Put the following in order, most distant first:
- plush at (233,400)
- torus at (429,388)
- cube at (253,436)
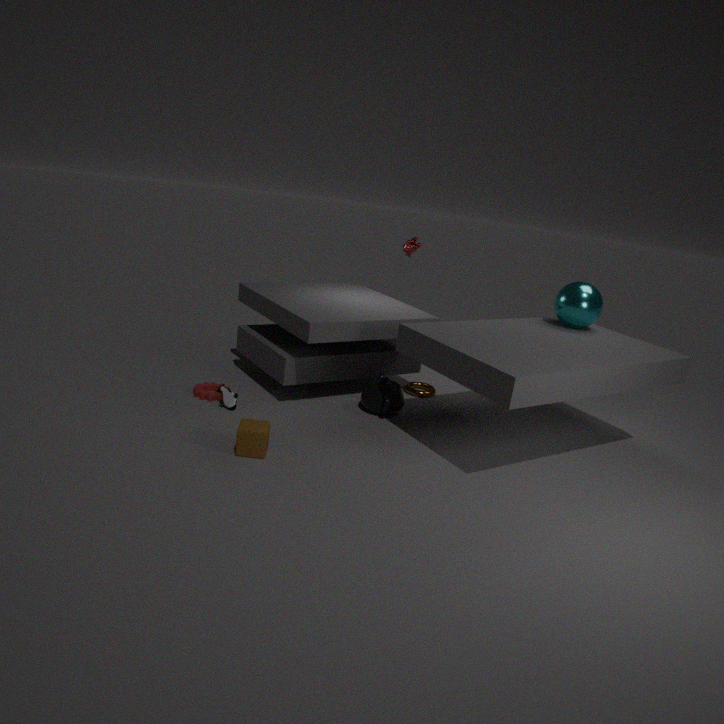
torus at (429,388) < plush at (233,400) < cube at (253,436)
